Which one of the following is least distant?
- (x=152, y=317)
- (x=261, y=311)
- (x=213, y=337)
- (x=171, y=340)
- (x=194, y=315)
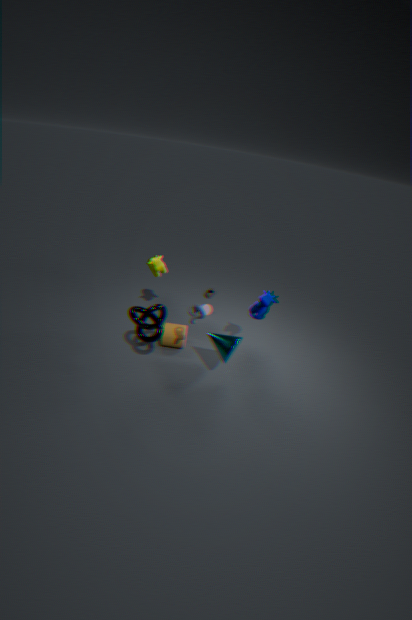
(x=194, y=315)
